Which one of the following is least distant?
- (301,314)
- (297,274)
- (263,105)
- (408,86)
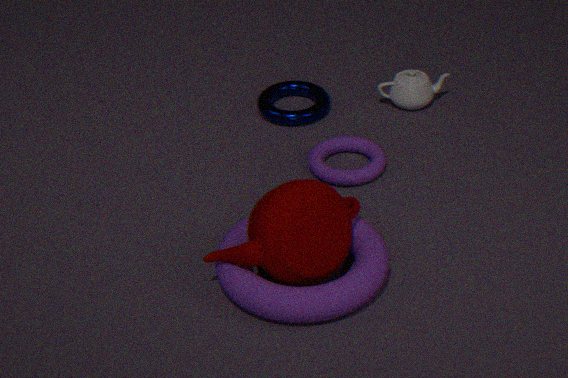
(301,314)
